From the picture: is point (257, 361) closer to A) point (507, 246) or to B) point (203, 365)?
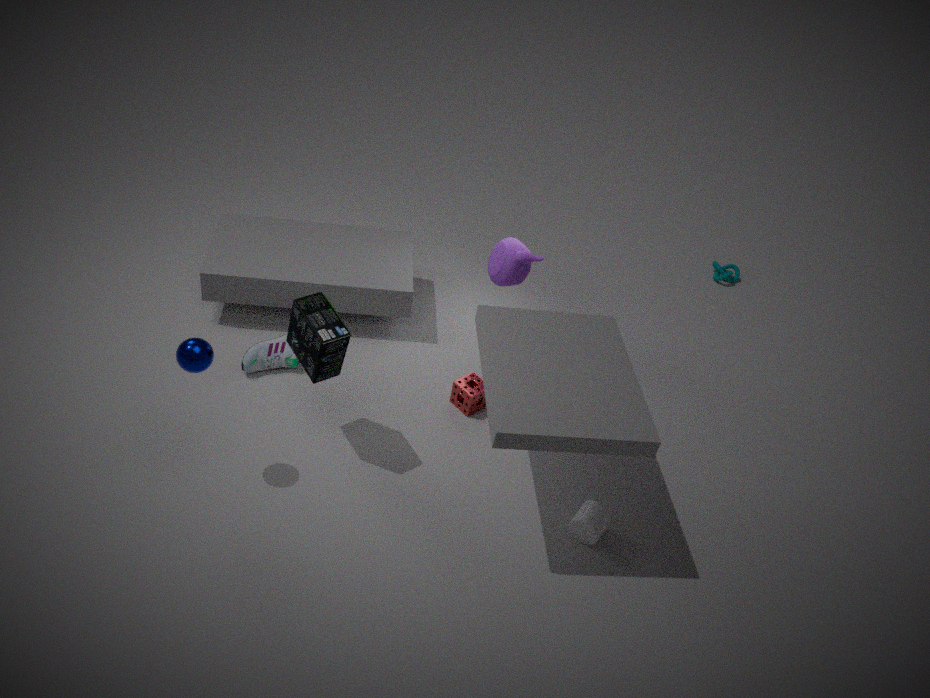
B) point (203, 365)
